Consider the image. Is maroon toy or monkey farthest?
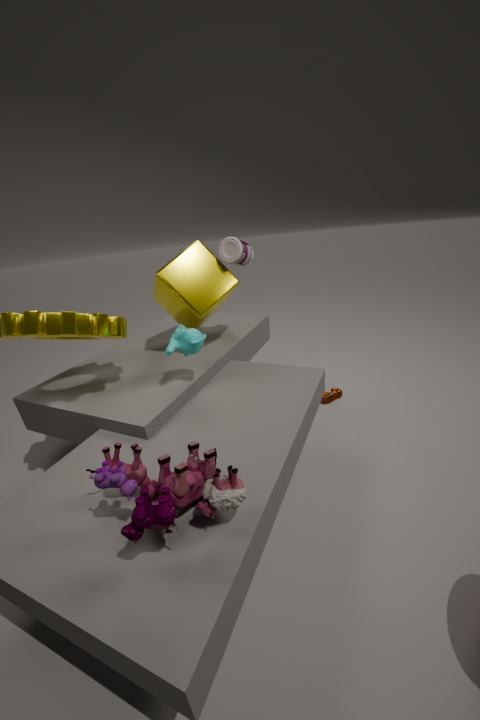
maroon toy
